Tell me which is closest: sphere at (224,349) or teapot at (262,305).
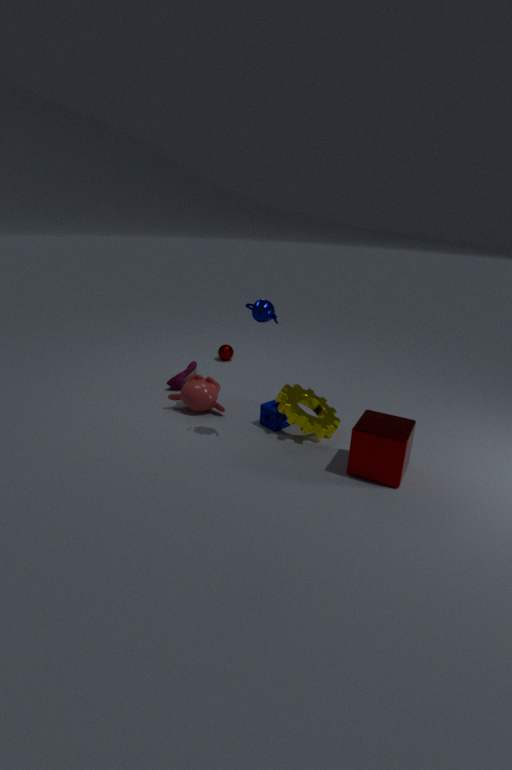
teapot at (262,305)
